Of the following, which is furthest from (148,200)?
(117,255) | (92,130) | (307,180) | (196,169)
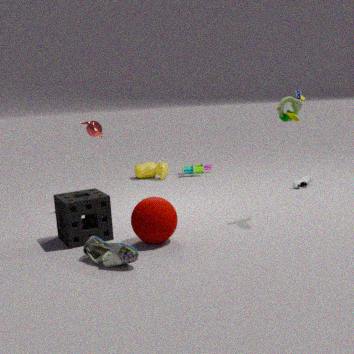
(196,169)
